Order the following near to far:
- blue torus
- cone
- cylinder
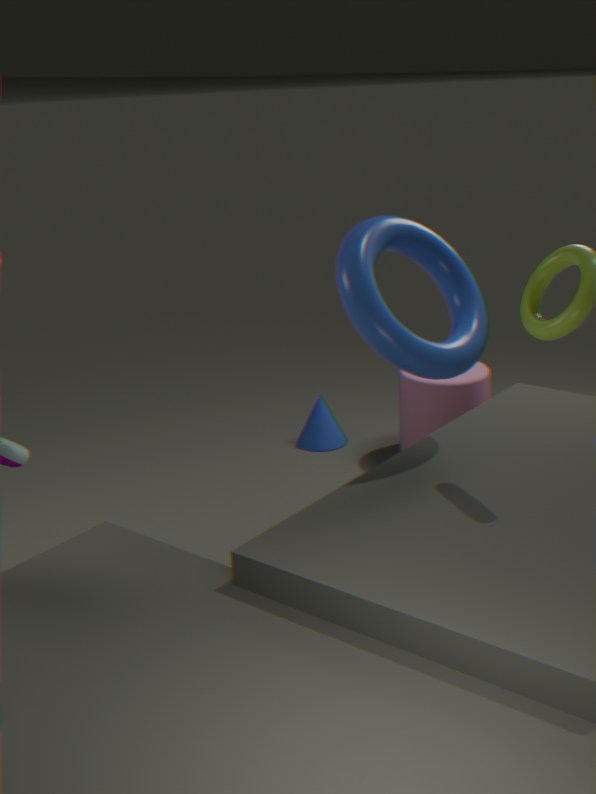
blue torus → cylinder → cone
